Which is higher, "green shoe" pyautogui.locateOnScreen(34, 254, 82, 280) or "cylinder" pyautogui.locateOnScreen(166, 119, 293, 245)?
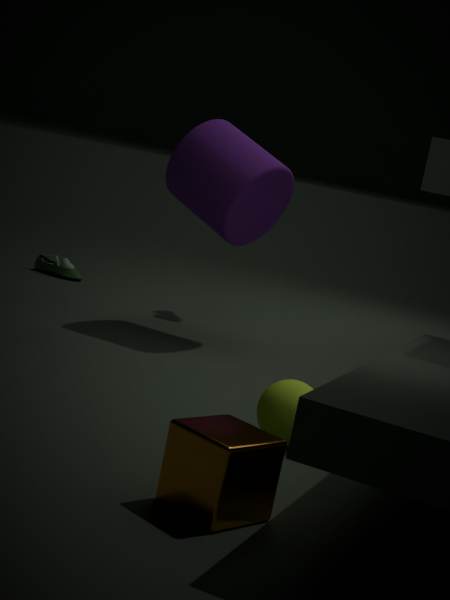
"cylinder" pyautogui.locateOnScreen(166, 119, 293, 245)
